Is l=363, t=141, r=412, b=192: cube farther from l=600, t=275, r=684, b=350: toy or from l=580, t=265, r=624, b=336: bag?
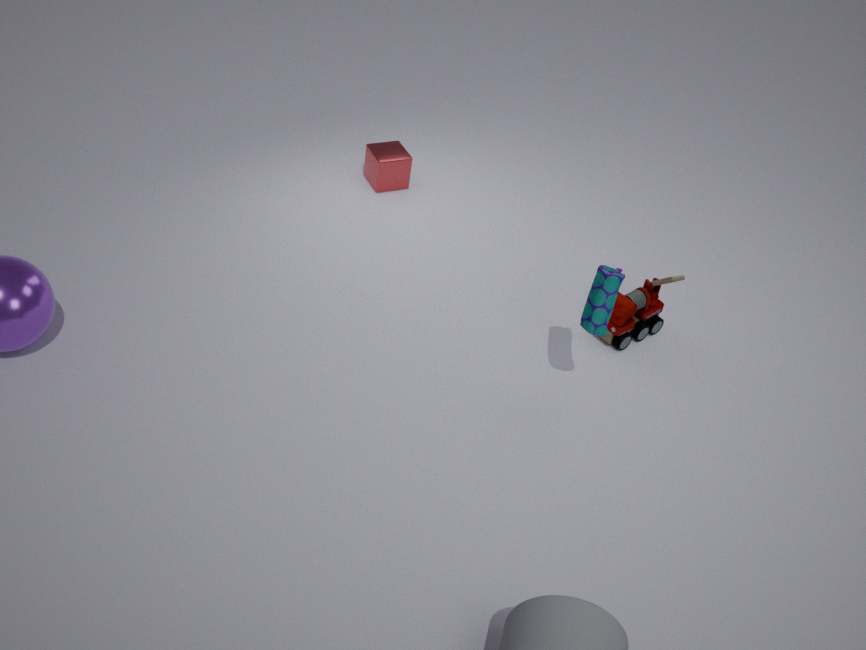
l=580, t=265, r=624, b=336: bag
